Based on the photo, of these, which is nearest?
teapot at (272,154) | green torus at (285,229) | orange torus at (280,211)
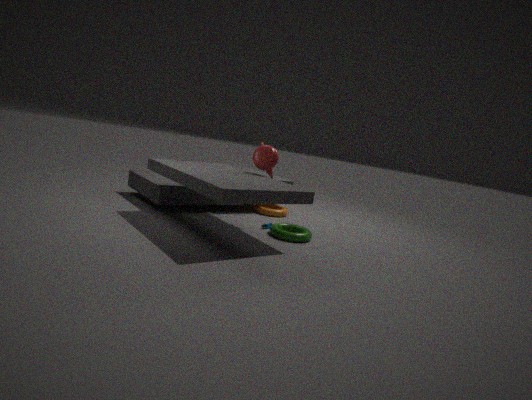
green torus at (285,229)
